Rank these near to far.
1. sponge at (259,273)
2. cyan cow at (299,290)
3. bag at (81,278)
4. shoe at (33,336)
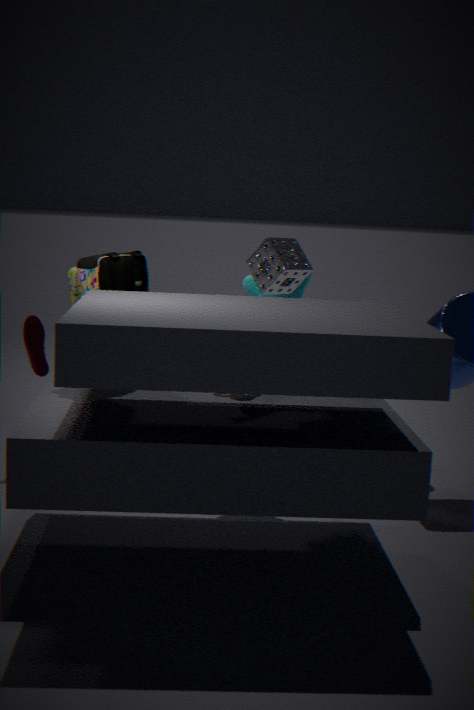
1. bag at (81,278)
2. sponge at (259,273)
3. cyan cow at (299,290)
4. shoe at (33,336)
